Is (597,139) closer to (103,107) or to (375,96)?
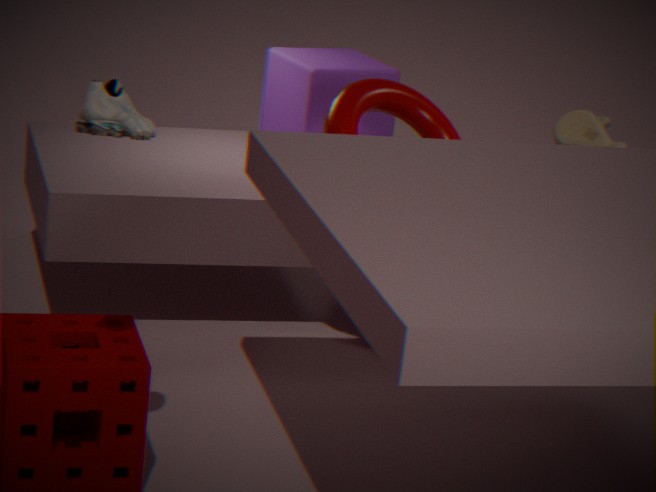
(375,96)
